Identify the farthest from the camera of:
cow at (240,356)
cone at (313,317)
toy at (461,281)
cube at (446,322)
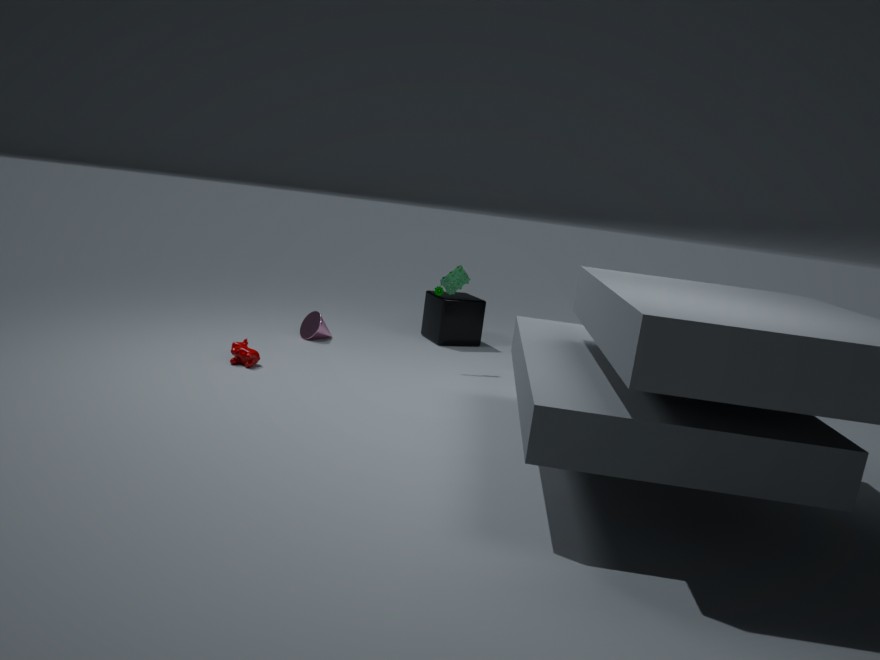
cube at (446,322)
